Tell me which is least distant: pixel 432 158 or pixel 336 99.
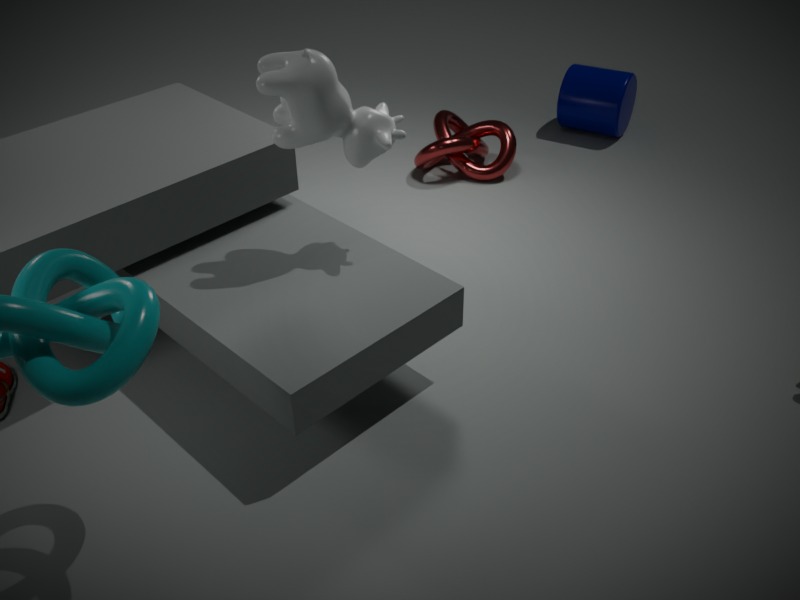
pixel 336 99
